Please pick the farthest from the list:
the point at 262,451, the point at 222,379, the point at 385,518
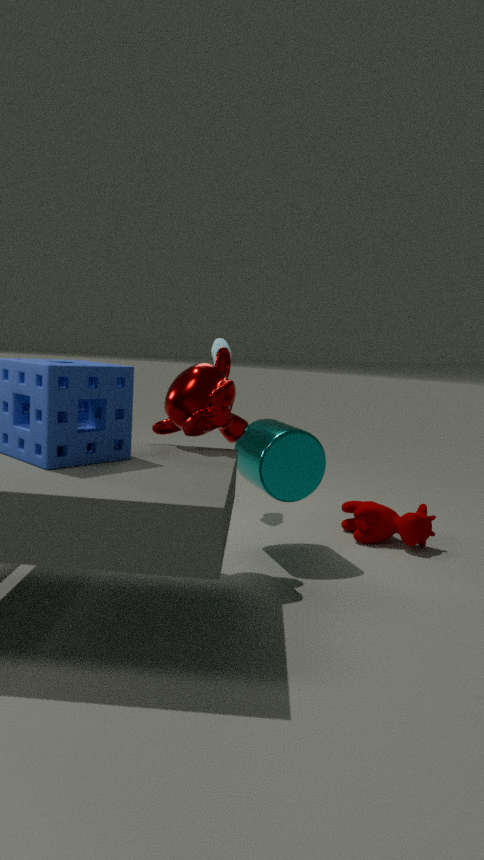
the point at 385,518
